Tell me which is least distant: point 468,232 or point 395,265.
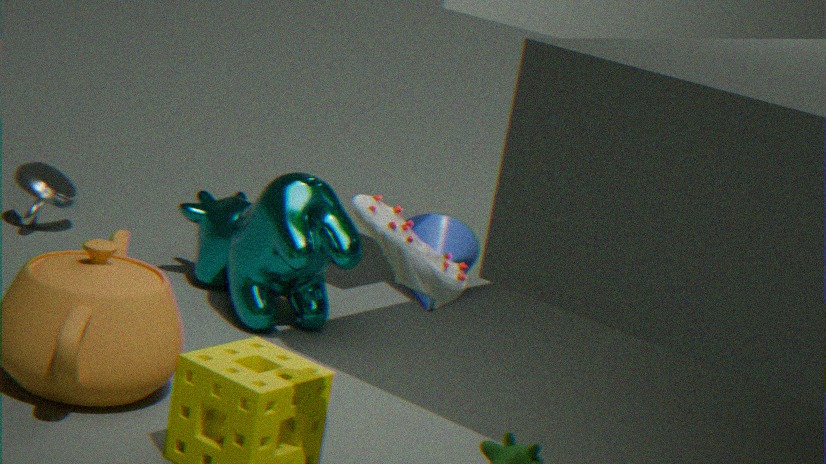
point 395,265
